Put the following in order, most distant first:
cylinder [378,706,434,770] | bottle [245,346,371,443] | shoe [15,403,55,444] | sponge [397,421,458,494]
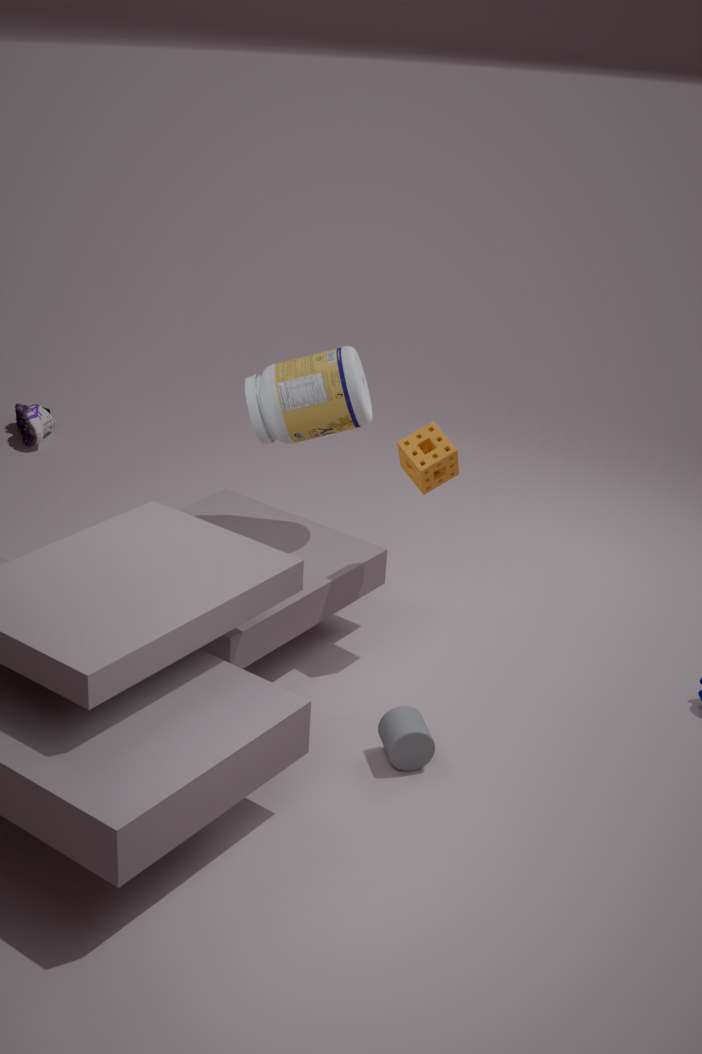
shoe [15,403,55,444], bottle [245,346,371,443], sponge [397,421,458,494], cylinder [378,706,434,770]
